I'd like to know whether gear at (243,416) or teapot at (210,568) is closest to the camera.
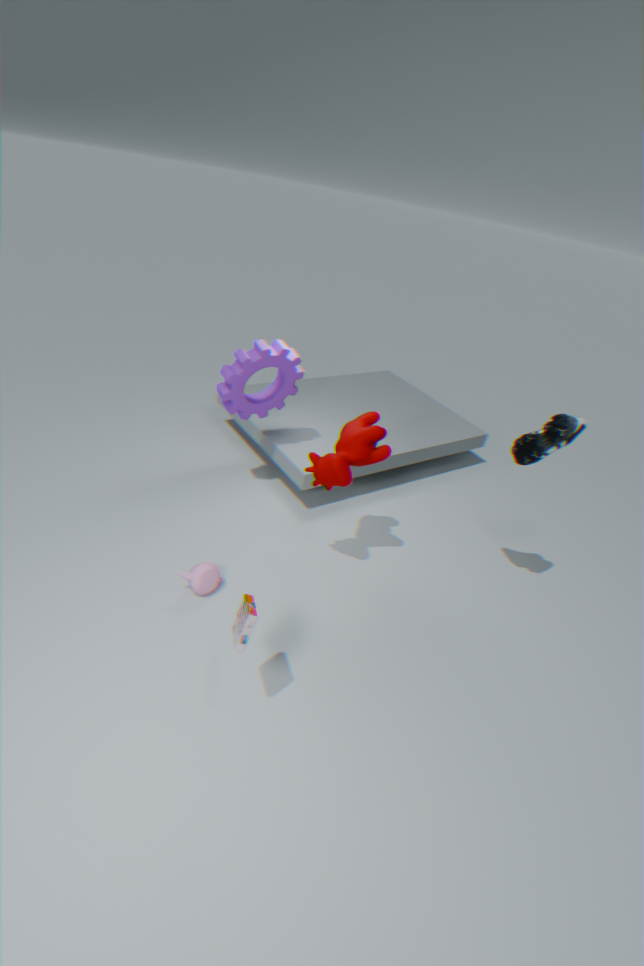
teapot at (210,568)
